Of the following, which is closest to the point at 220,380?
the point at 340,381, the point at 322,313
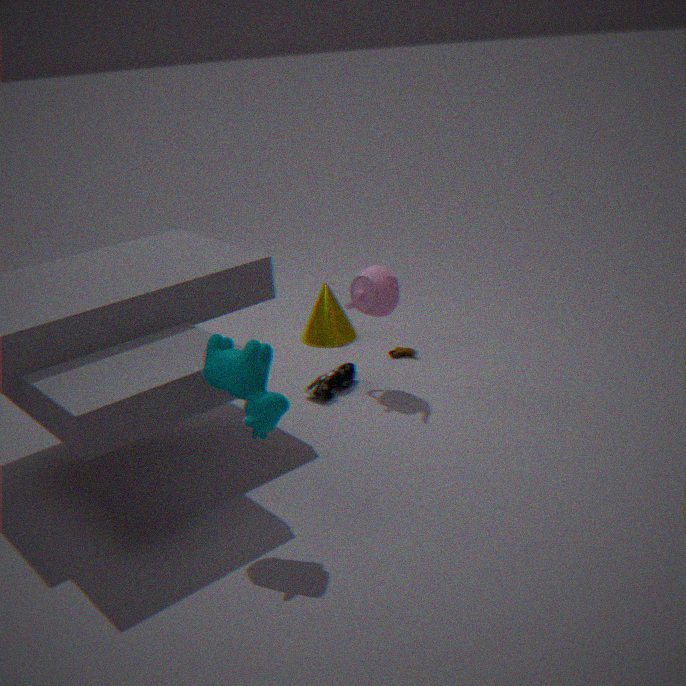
the point at 340,381
